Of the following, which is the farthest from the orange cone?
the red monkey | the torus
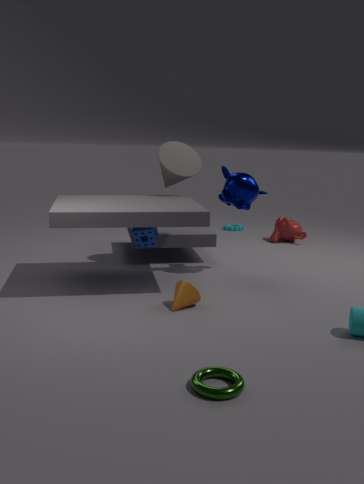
the red monkey
